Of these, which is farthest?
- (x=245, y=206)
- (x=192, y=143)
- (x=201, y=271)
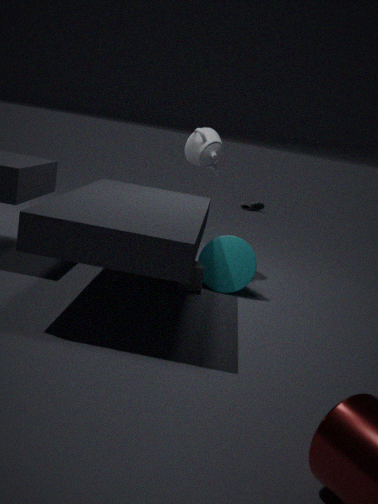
(x=245, y=206)
